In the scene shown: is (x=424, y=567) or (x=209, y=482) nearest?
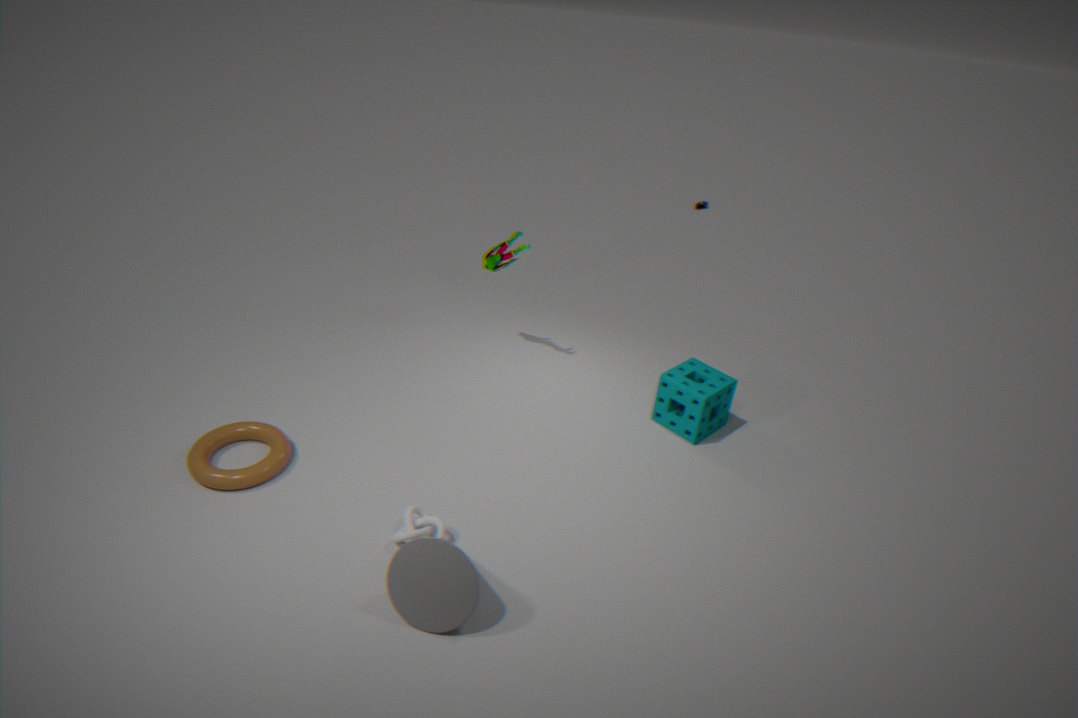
(x=424, y=567)
